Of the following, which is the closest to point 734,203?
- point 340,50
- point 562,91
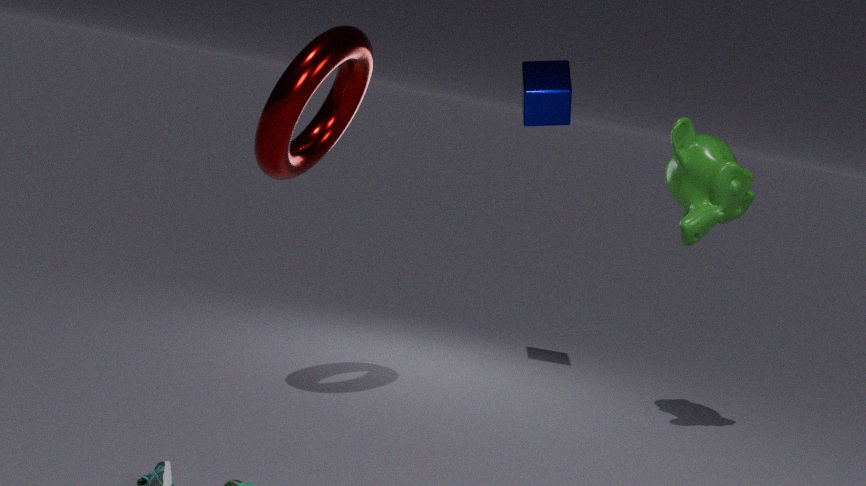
point 562,91
